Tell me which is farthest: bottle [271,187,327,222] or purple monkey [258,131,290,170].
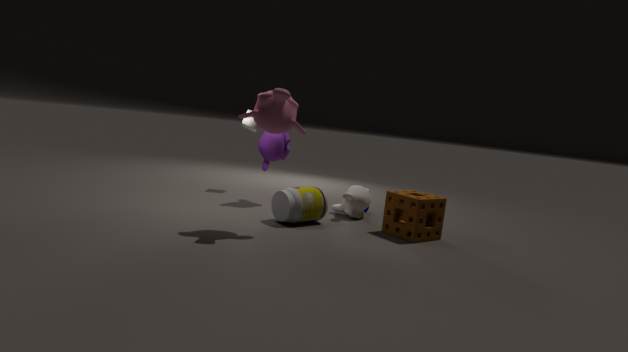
purple monkey [258,131,290,170]
